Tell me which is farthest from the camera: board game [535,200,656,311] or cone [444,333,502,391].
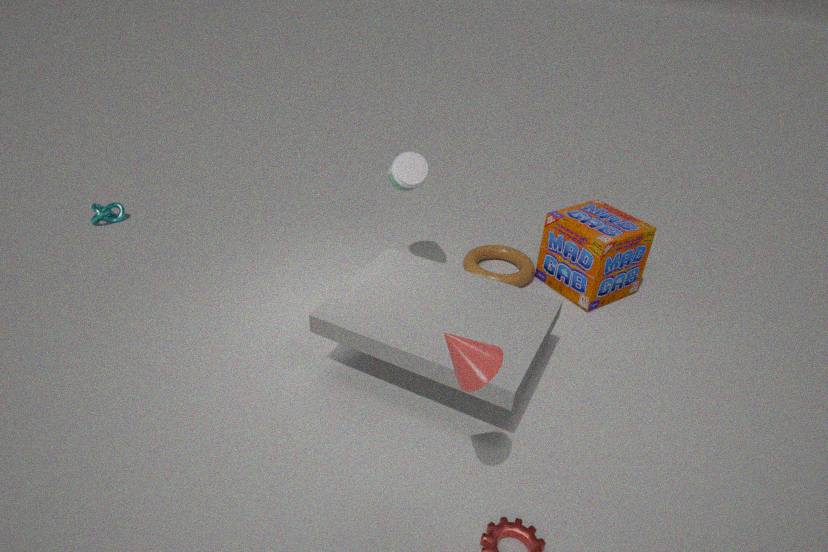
board game [535,200,656,311]
